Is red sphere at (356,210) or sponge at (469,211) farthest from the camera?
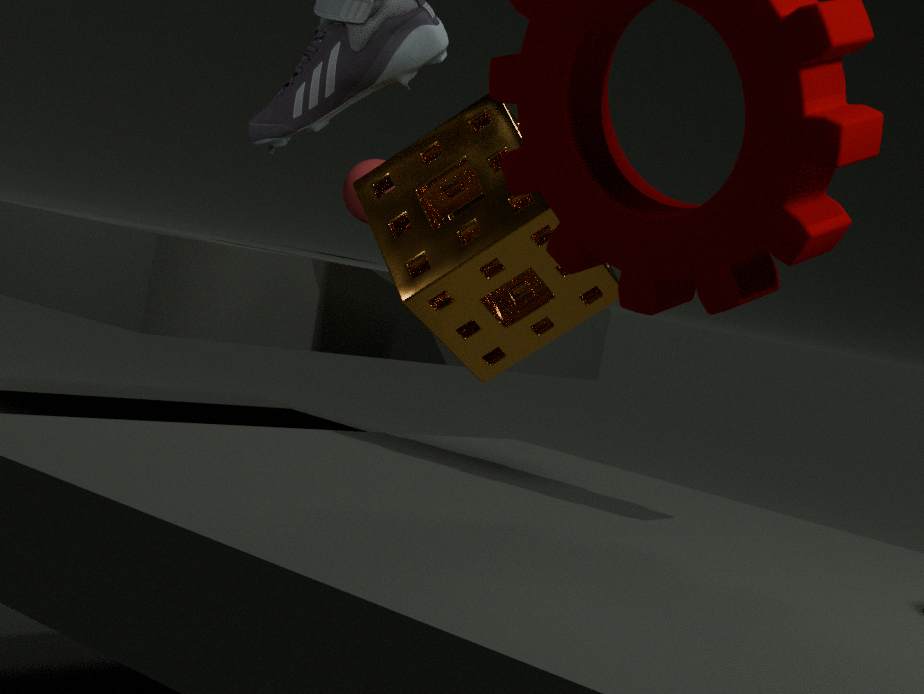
red sphere at (356,210)
